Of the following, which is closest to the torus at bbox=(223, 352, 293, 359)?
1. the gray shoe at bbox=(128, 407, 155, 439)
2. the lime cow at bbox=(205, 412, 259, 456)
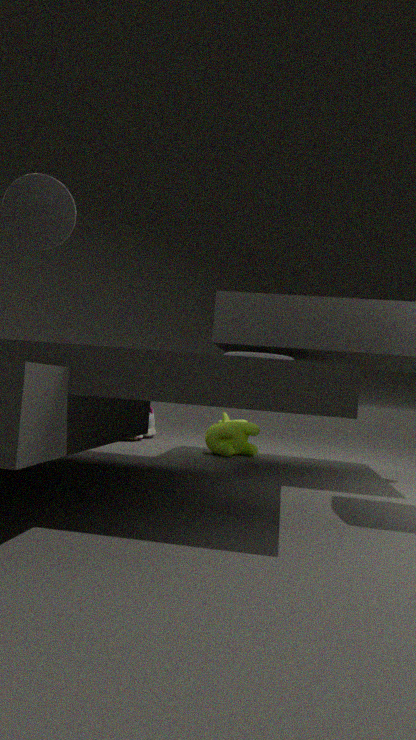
the lime cow at bbox=(205, 412, 259, 456)
